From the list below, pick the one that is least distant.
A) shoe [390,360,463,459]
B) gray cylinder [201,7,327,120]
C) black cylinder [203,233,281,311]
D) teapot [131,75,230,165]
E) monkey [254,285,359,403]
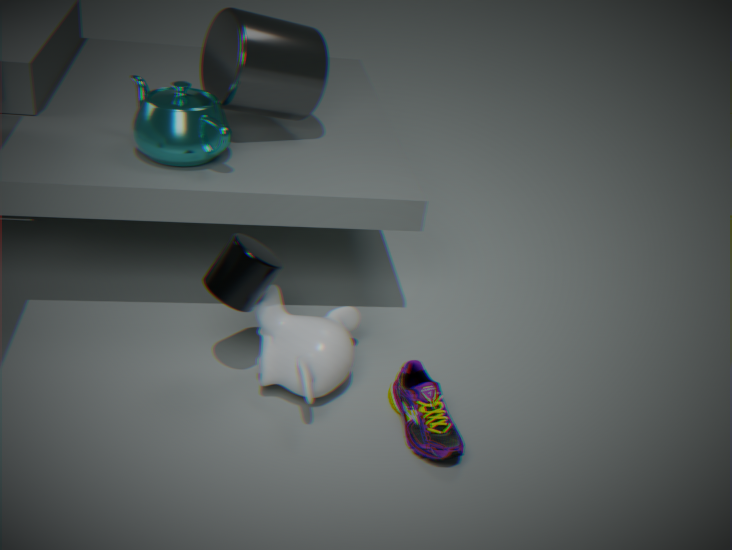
black cylinder [203,233,281,311]
